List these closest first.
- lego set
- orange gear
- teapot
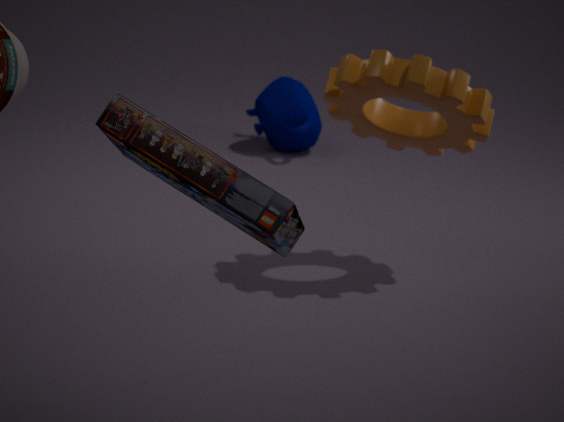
lego set → orange gear → teapot
